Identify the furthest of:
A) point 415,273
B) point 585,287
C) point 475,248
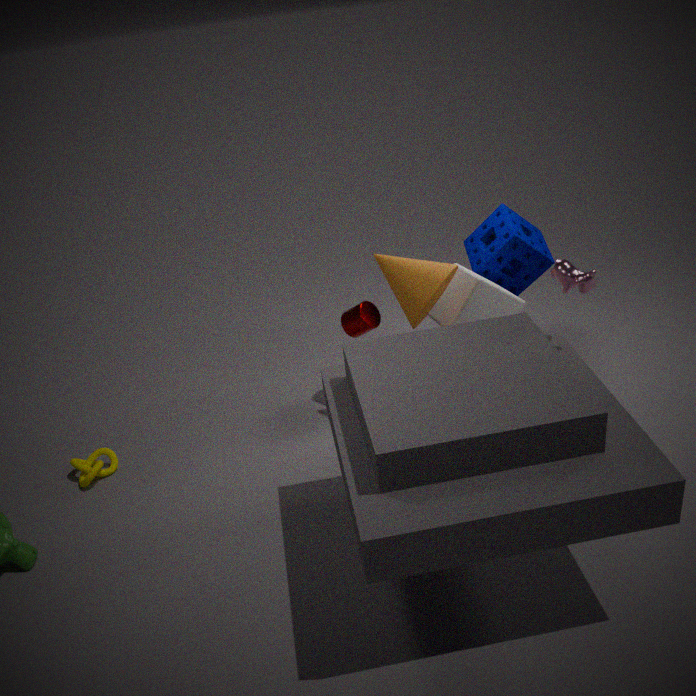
point 475,248
